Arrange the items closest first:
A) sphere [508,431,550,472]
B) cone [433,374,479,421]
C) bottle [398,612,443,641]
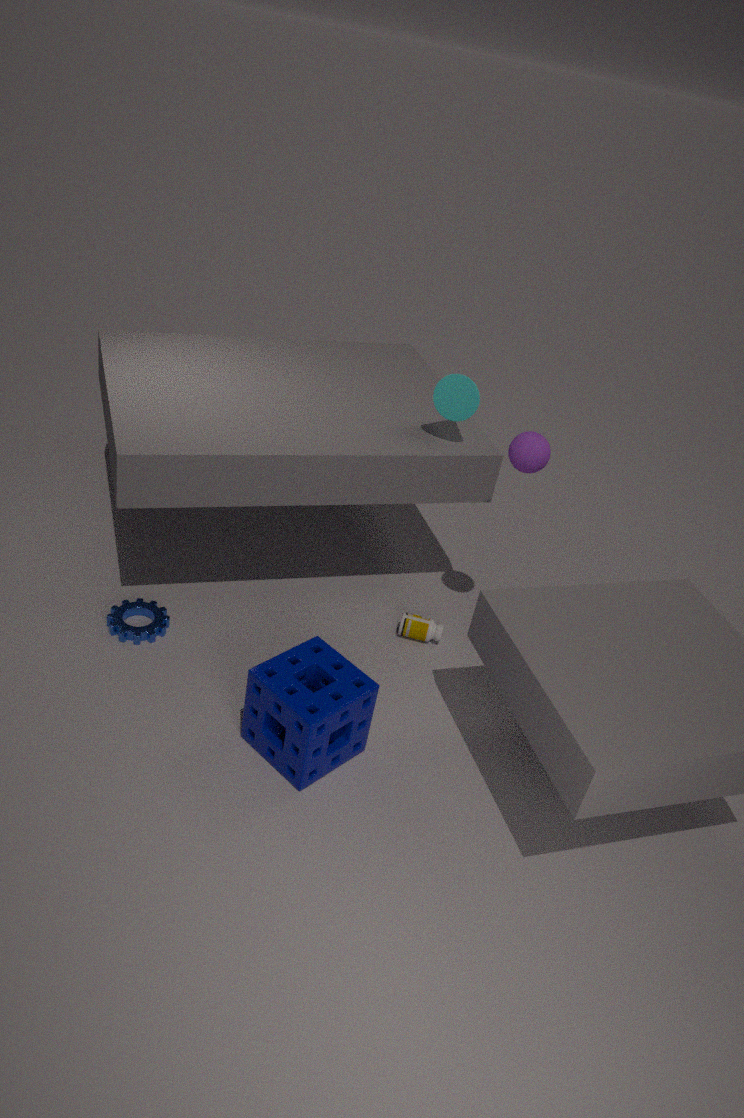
A. sphere [508,431,550,472]
B. cone [433,374,479,421]
C. bottle [398,612,443,641]
